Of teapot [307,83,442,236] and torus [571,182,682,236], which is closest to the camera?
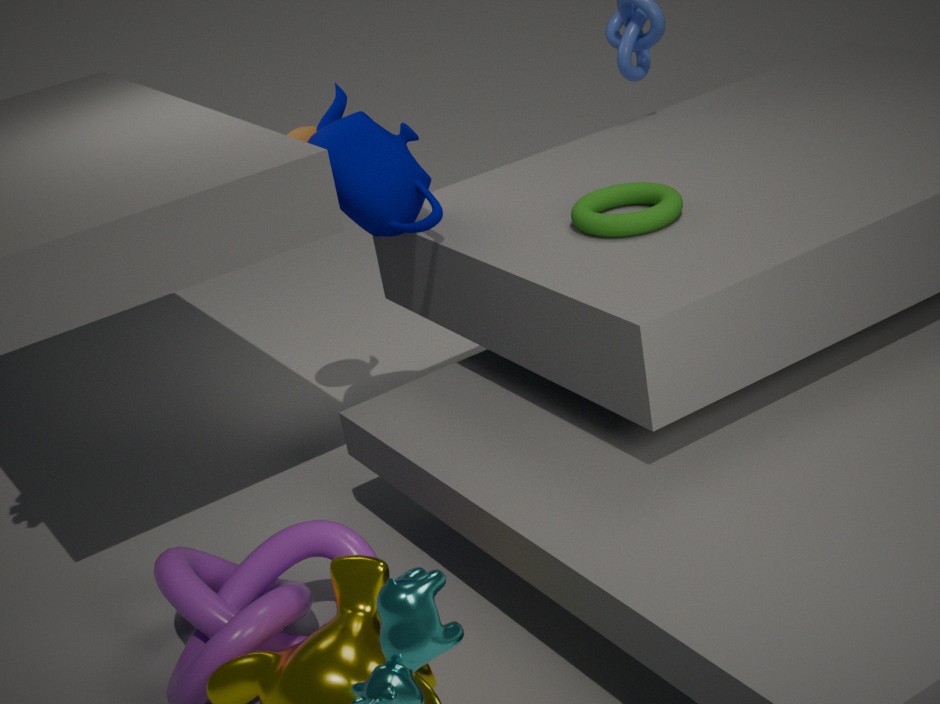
torus [571,182,682,236]
